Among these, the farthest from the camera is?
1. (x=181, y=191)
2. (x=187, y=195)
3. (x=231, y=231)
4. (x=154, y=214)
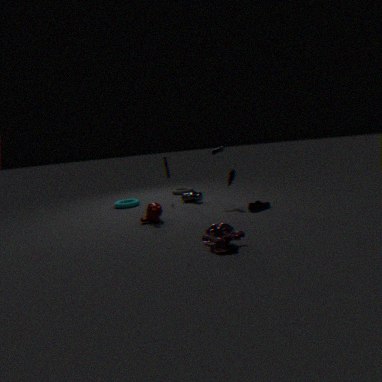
(x=181, y=191)
